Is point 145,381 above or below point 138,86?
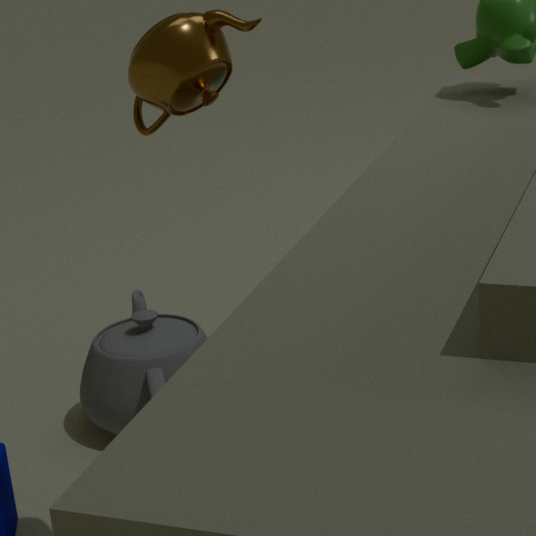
below
